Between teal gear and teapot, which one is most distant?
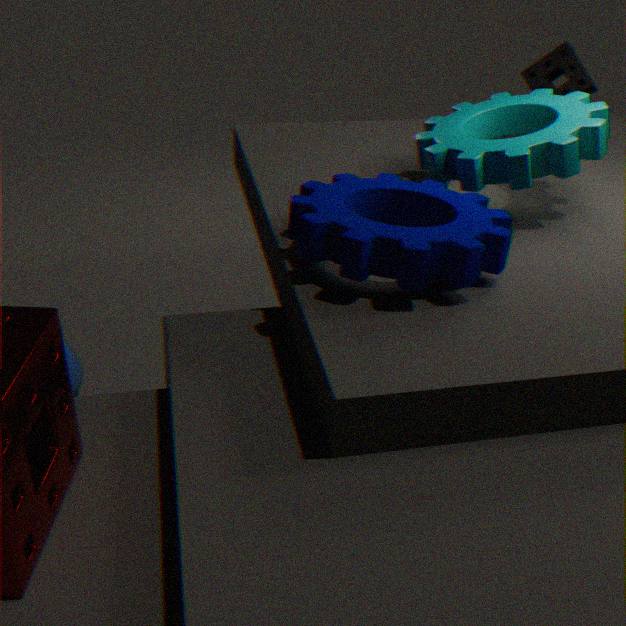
teapot
